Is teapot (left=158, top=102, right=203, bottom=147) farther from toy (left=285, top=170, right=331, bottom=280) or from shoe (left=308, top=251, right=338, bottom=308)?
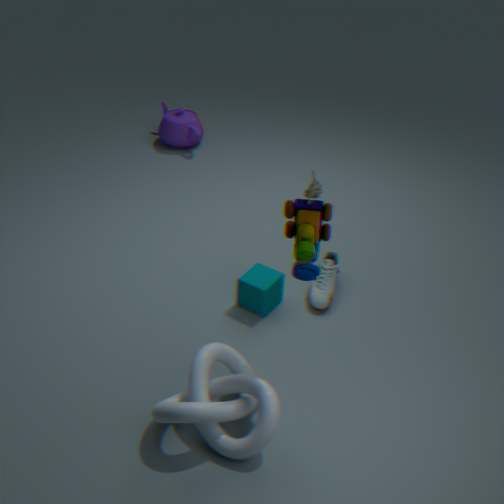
toy (left=285, top=170, right=331, bottom=280)
